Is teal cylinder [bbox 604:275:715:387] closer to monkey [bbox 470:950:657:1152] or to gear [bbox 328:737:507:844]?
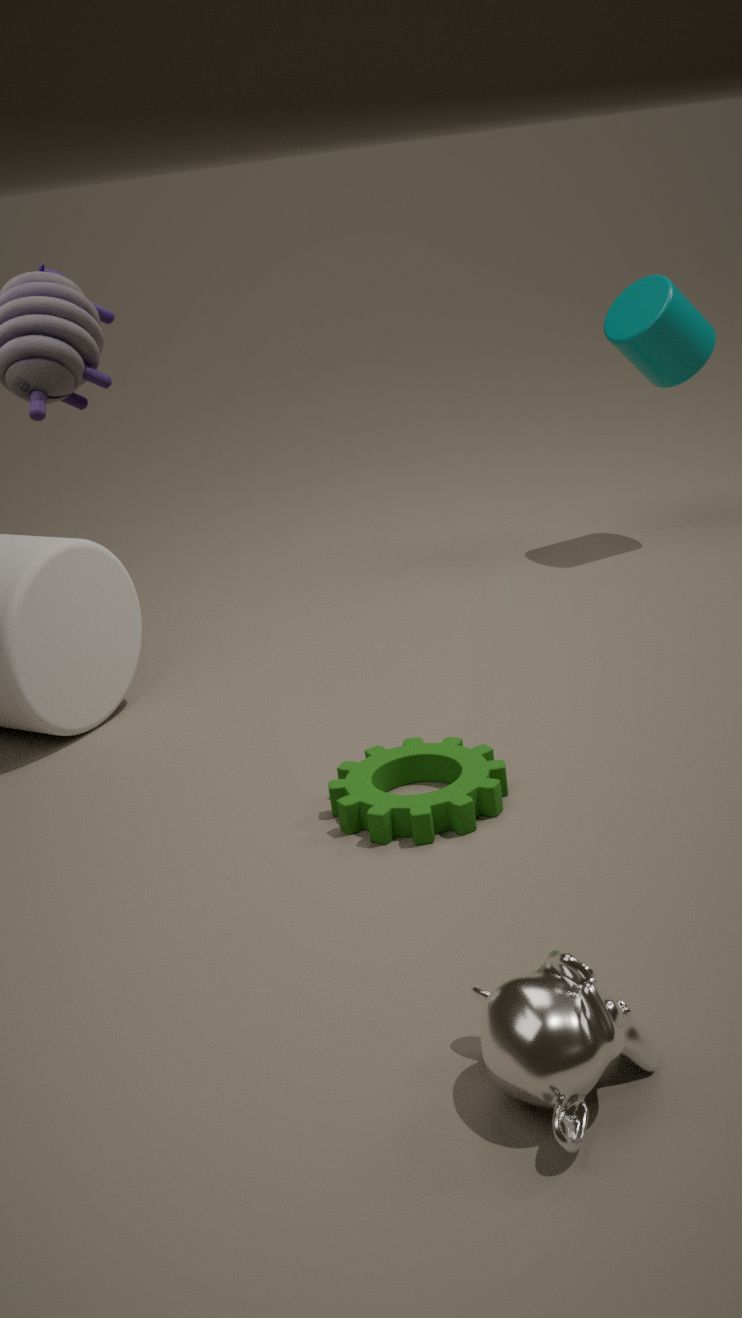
gear [bbox 328:737:507:844]
